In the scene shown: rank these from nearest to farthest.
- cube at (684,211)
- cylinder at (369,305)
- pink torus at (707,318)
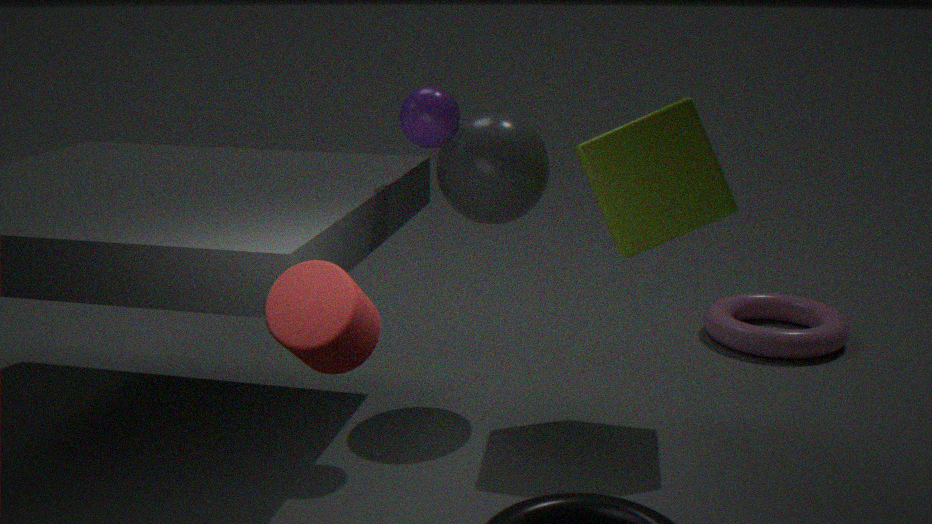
cylinder at (369,305) < cube at (684,211) < pink torus at (707,318)
